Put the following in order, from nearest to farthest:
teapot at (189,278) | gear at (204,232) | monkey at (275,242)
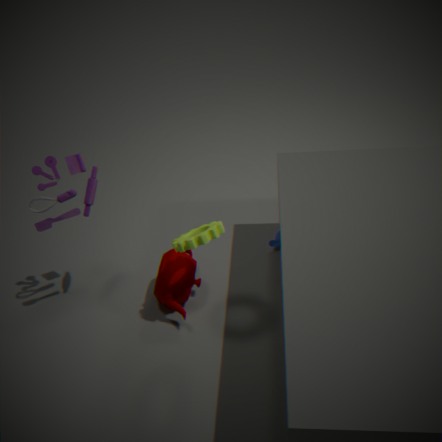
gear at (204,232), teapot at (189,278), monkey at (275,242)
